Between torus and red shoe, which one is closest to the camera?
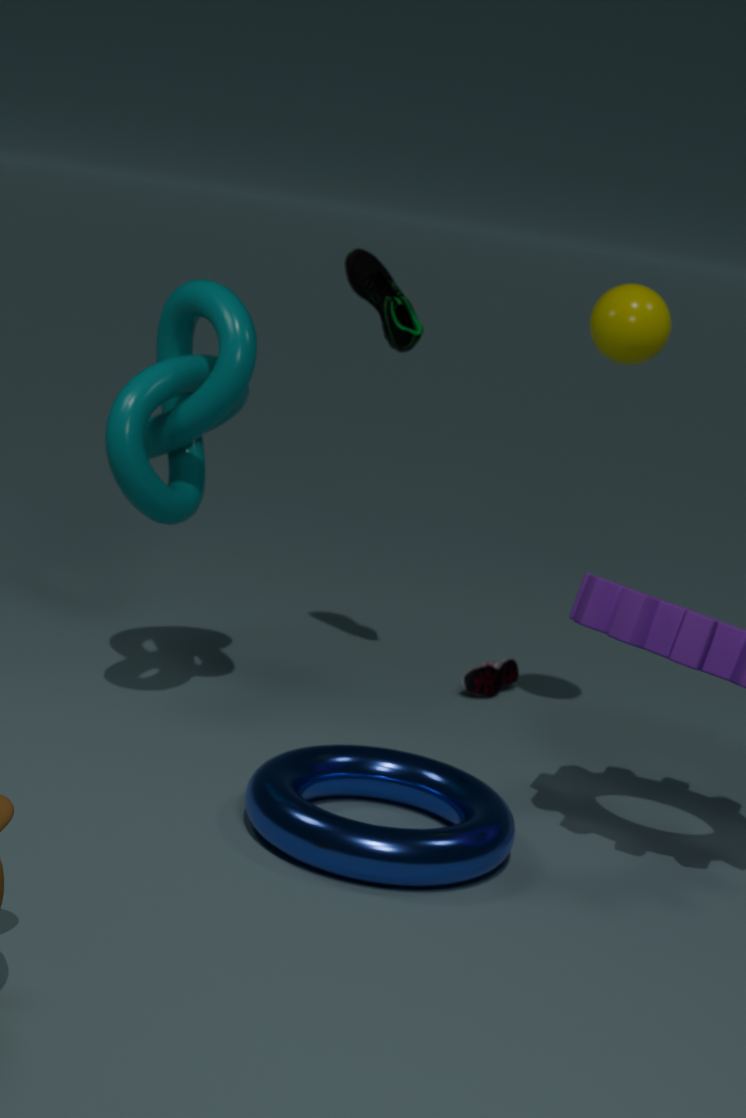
torus
